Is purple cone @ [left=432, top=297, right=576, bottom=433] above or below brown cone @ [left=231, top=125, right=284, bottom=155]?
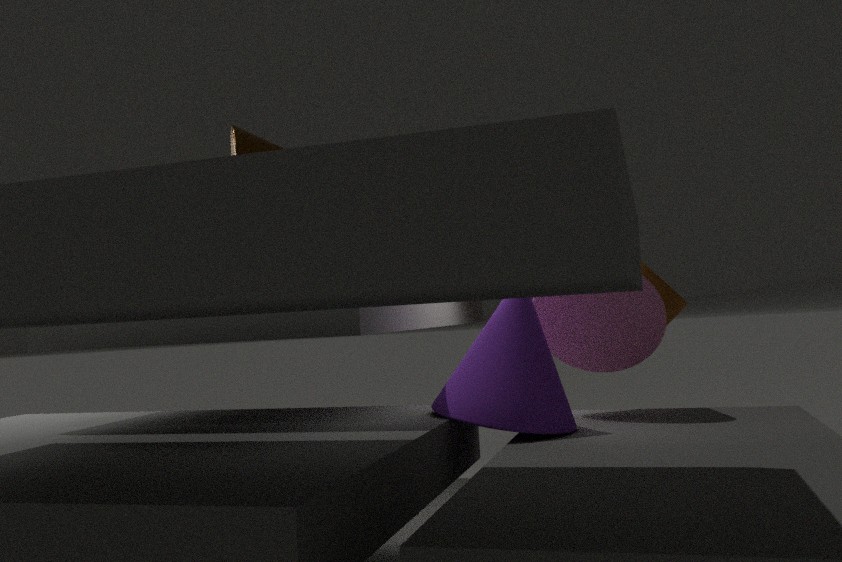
below
